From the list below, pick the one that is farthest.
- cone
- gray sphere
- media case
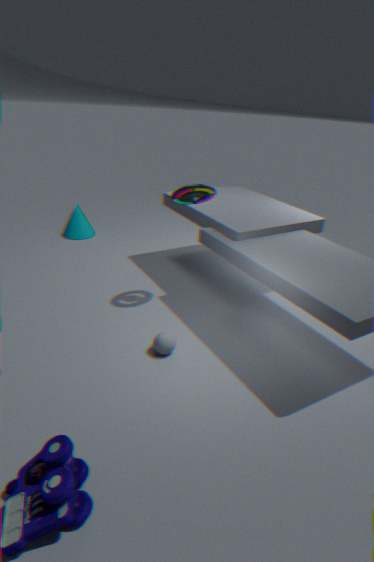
cone
